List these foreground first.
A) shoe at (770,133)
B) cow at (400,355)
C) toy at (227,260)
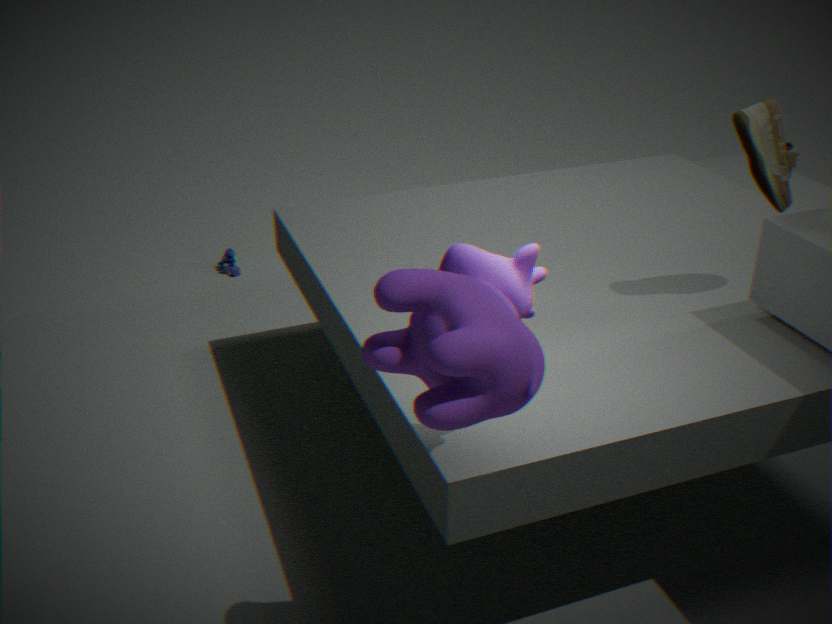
cow at (400,355) < shoe at (770,133) < toy at (227,260)
